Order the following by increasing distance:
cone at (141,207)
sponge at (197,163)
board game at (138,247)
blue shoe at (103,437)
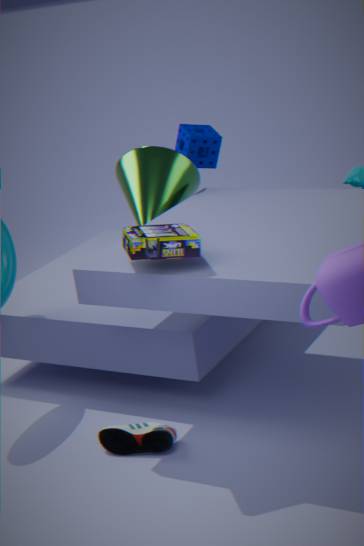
board game at (138,247) → blue shoe at (103,437) → cone at (141,207) → sponge at (197,163)
